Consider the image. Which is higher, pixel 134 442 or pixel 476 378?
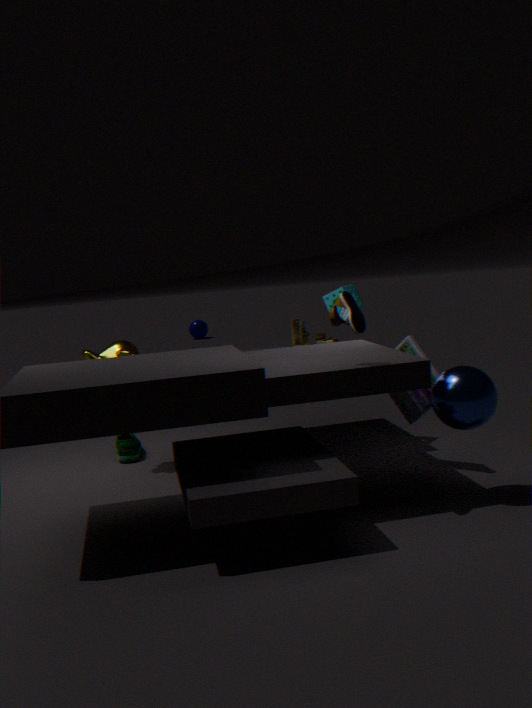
pixel 476 378
